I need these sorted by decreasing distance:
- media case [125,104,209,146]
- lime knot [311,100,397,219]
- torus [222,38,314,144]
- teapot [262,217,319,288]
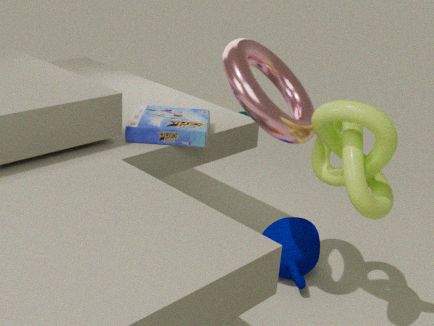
teapot [262,217,319,288] → media case [125,104,209,146] → torus [222,38,314,144] → lime knot [311,100,397,219]
